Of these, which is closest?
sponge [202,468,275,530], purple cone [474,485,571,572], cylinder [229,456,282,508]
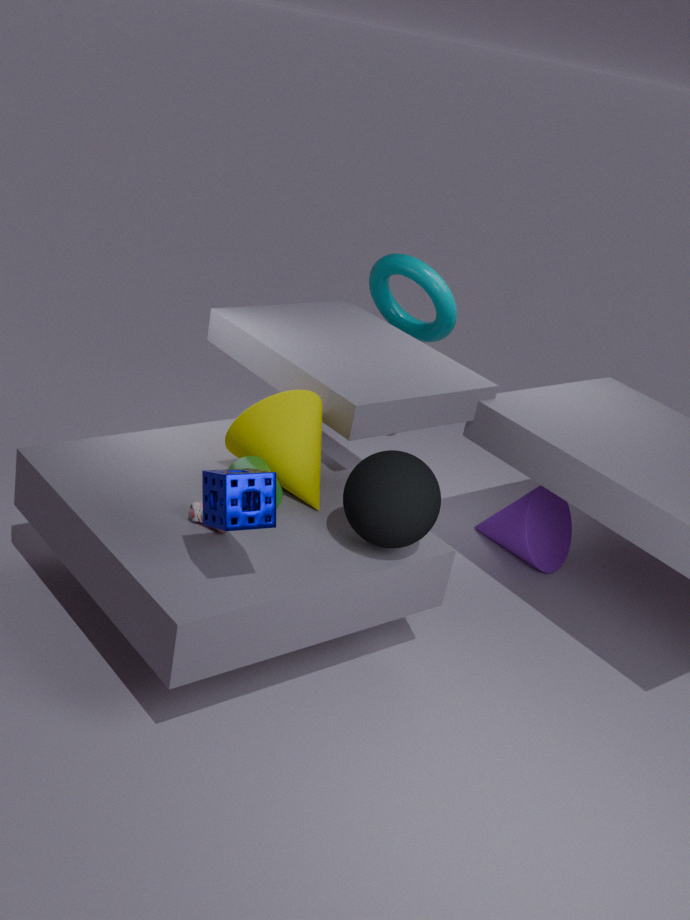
sponge [202,468,275,530]
